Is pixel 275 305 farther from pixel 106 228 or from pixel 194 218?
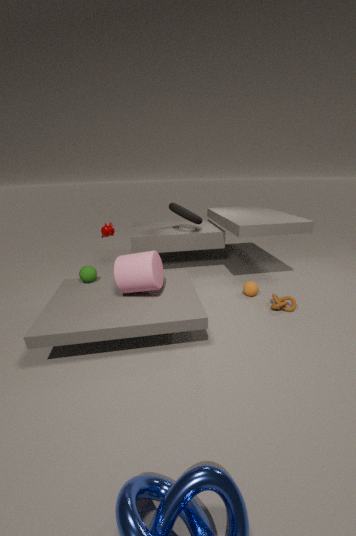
pixel 106 228
